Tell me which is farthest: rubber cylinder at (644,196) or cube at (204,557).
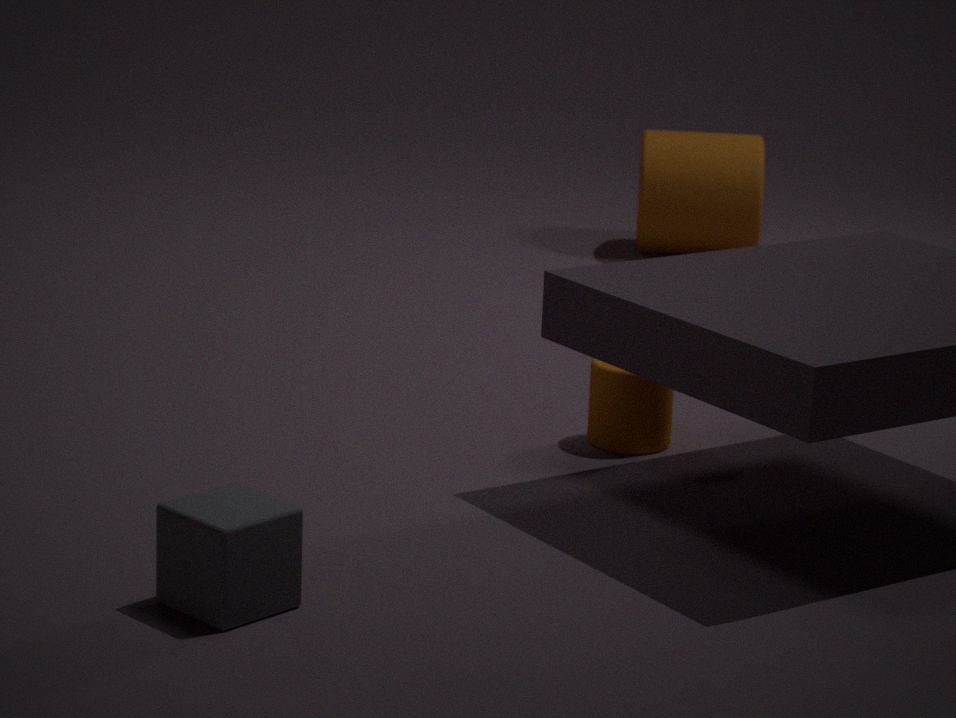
rubber cylinder at (644,196)
